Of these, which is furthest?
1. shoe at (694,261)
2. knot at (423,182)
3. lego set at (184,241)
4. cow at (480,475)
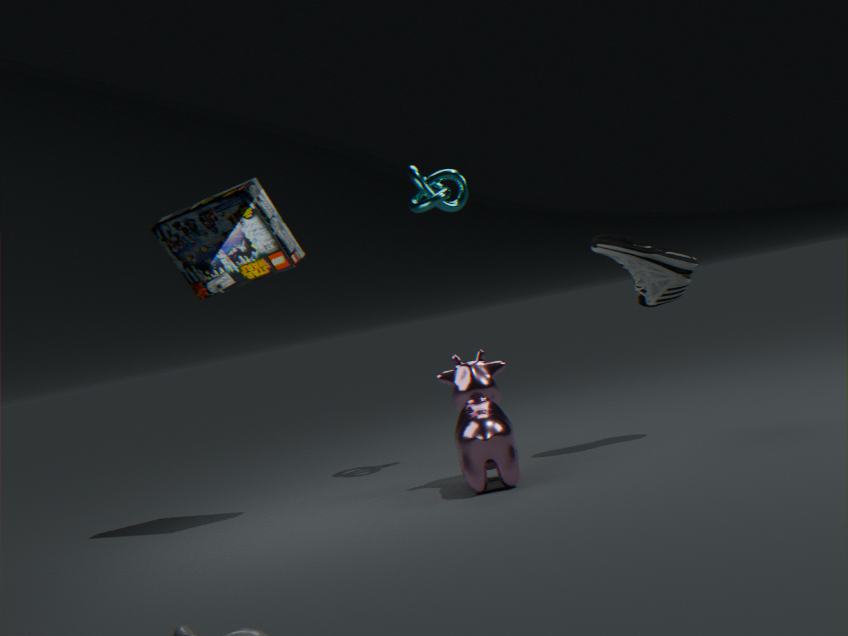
knot at (423,182)
